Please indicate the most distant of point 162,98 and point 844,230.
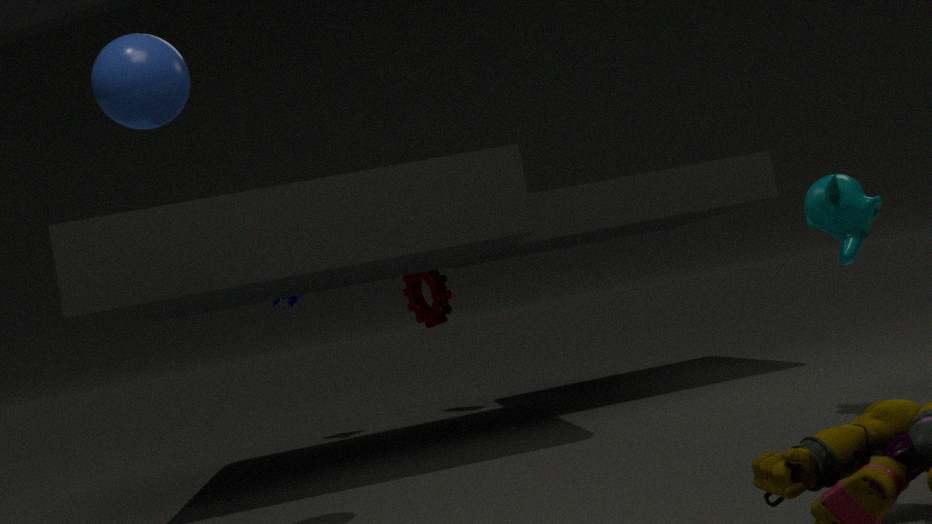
point 844,230
